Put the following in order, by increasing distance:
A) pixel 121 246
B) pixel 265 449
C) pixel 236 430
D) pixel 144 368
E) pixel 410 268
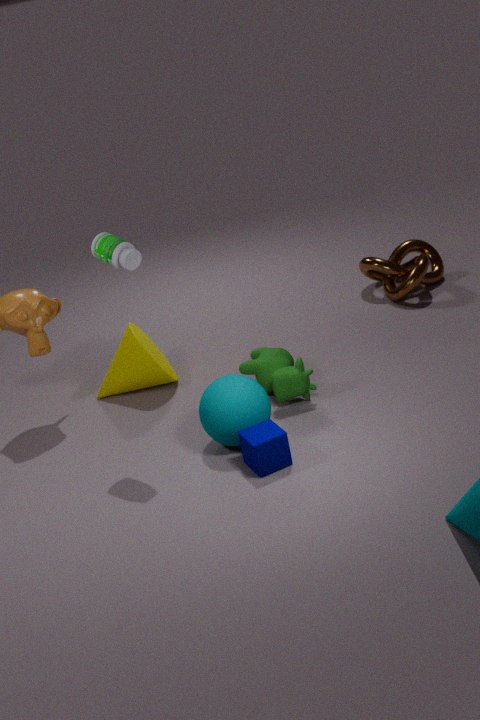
1. pixel 265 449
2. pixel 121 246
3. pixel 236 430
4. pixel 144 368
5. pixel 410 268
